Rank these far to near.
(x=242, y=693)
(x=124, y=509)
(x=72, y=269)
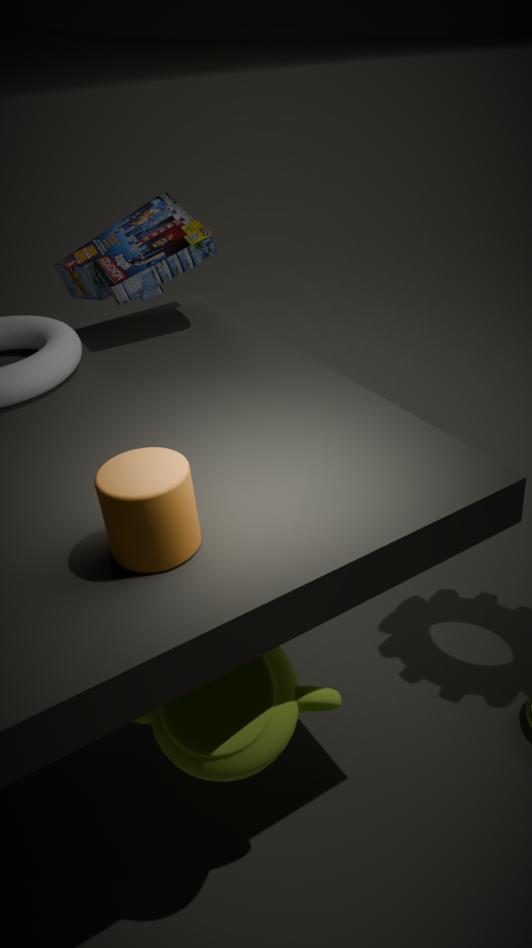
(x=72, y=269) → (x=242, y=693) → (x=124, y=509)
